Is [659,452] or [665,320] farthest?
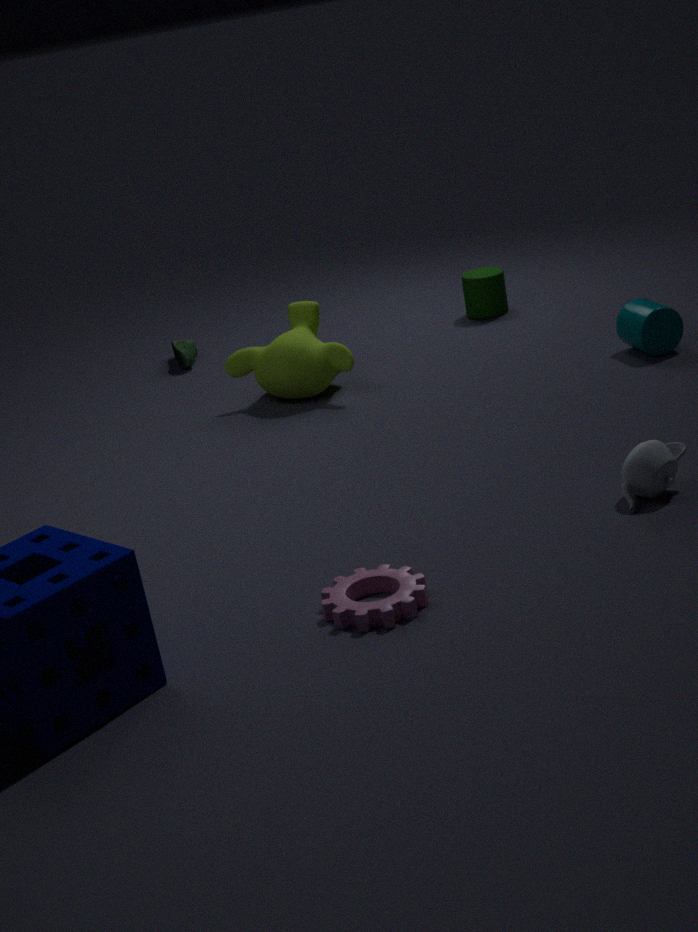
[665,320]
